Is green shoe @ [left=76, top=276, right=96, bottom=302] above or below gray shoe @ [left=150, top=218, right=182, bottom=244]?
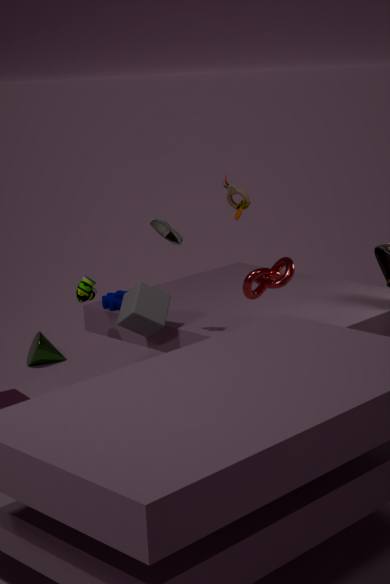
below
